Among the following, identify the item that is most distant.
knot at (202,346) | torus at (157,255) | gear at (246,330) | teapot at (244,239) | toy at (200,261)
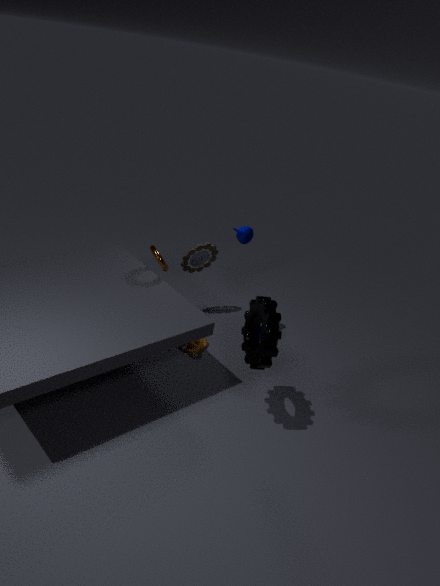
toy at (200,261)
